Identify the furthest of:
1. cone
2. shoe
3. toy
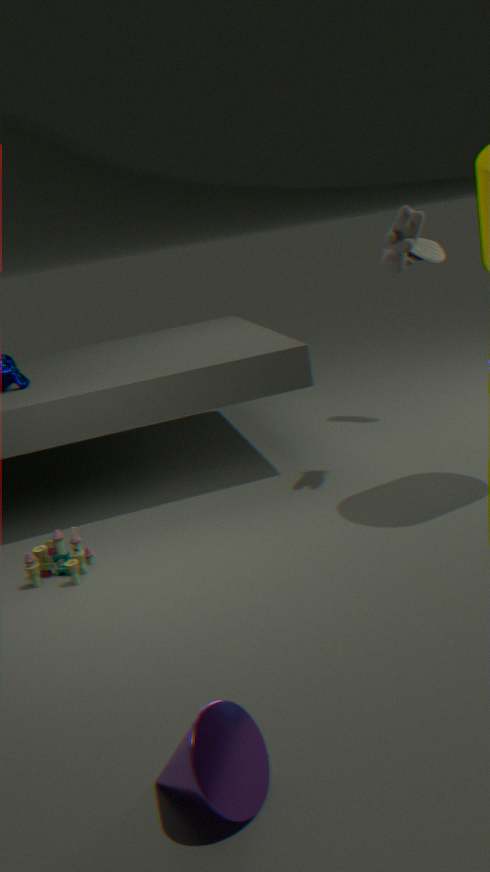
shoe
